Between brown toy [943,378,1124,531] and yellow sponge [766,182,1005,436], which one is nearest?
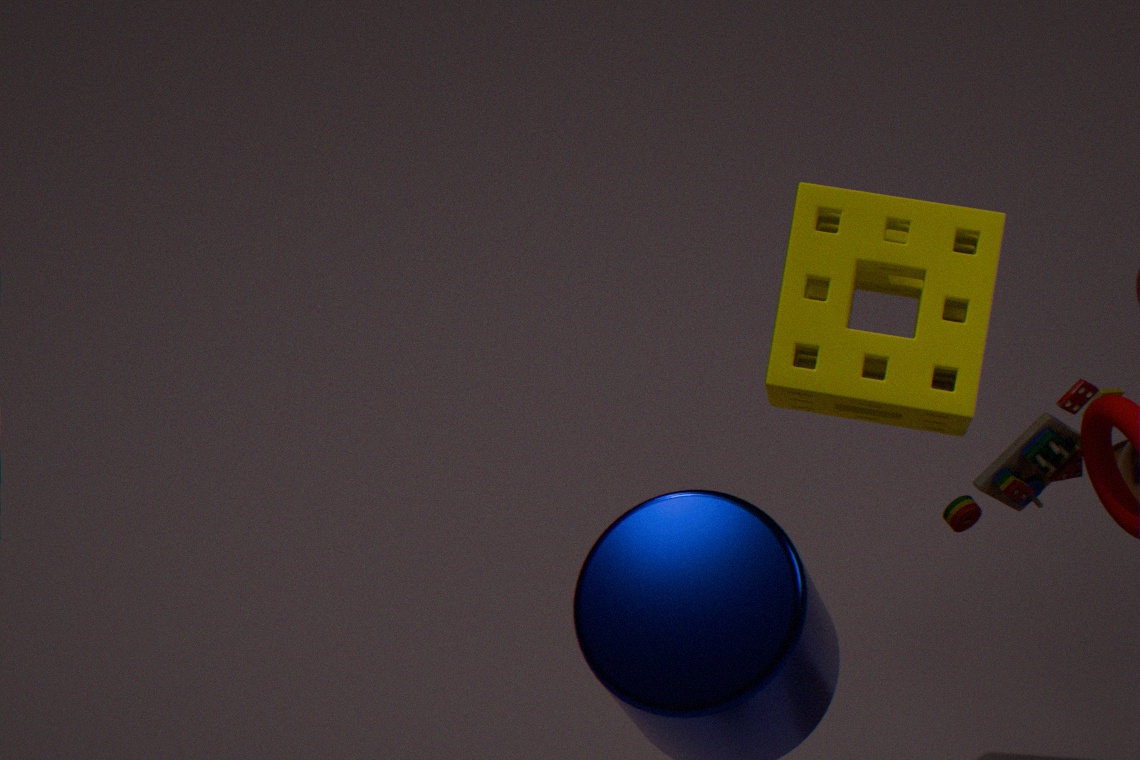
yellow sponge [766,182,1005,436]
